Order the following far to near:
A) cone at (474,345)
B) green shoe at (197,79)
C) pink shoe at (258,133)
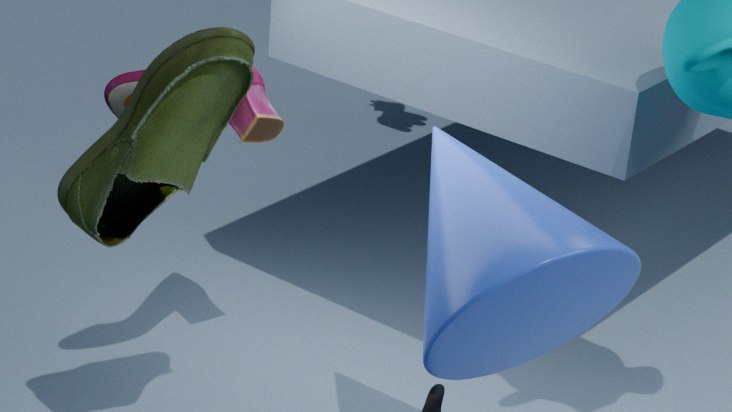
pink shoe at (258,133), green shoe at (197,79), cone at (474,345)
